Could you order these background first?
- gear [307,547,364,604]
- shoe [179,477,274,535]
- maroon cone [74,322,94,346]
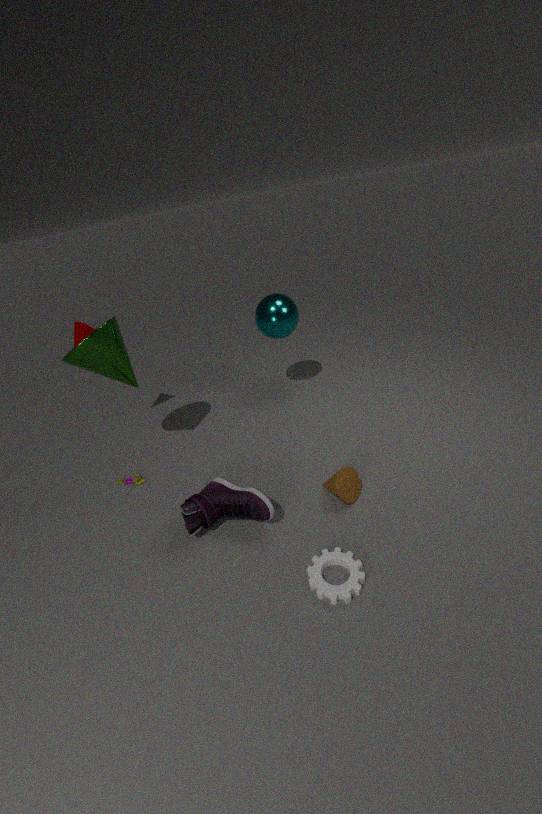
1. maroon cone [74,322,94,346]
2. shoe [179,477,274,535]
3. gear [307,547,364,604]
